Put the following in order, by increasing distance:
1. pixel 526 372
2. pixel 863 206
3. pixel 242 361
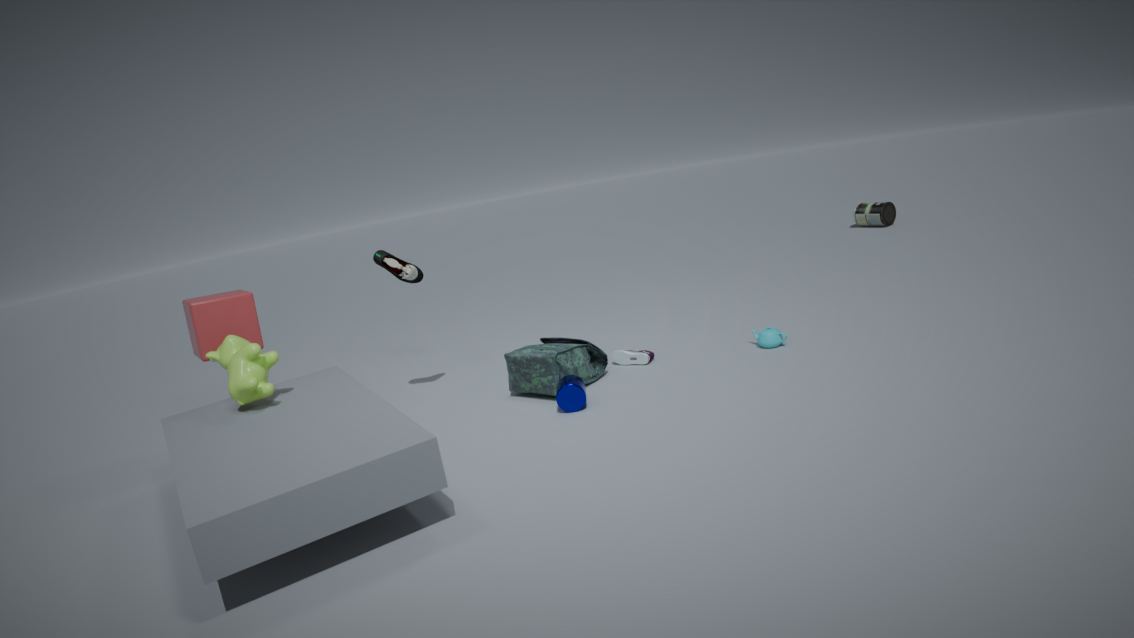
1. pixel 242 361
2. pixel 526 372
3. pixel 863 206
